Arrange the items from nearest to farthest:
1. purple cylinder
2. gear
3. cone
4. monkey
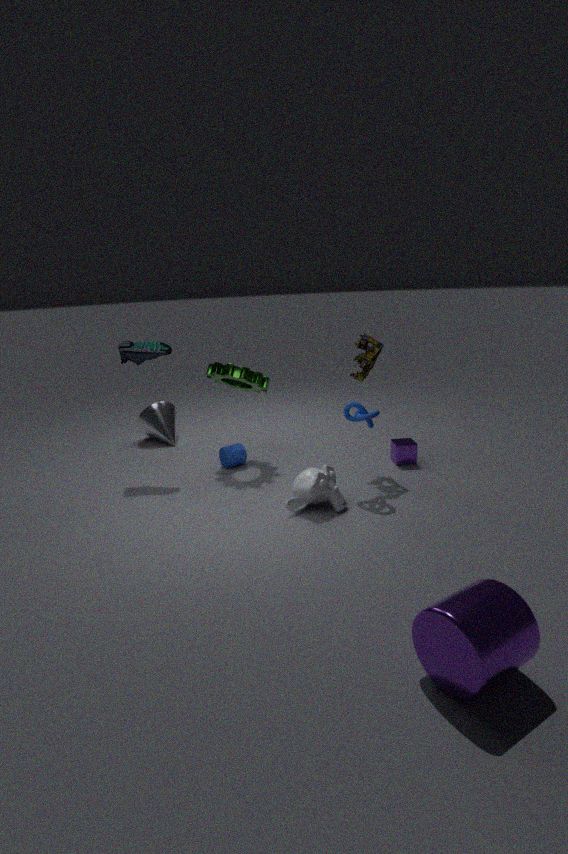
purple cylinder
monkey
gear
cone
